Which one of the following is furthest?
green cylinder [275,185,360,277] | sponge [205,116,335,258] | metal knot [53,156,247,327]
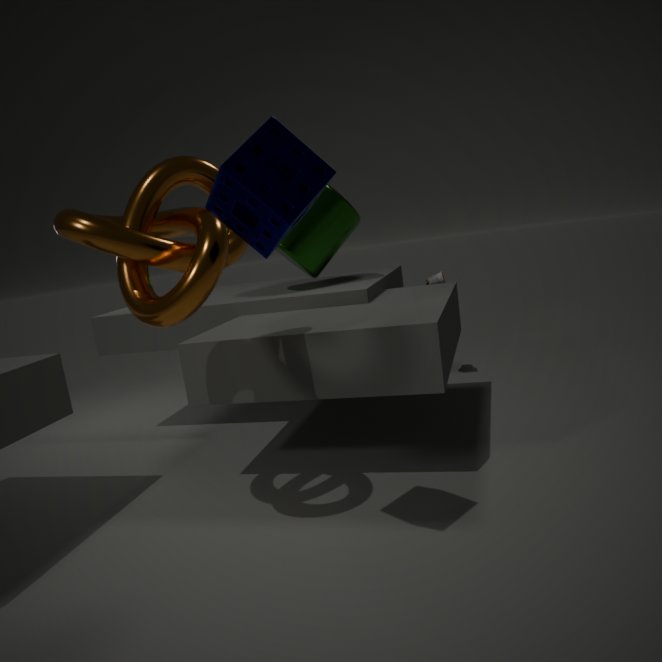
green cylinder [275,185,360,277]
